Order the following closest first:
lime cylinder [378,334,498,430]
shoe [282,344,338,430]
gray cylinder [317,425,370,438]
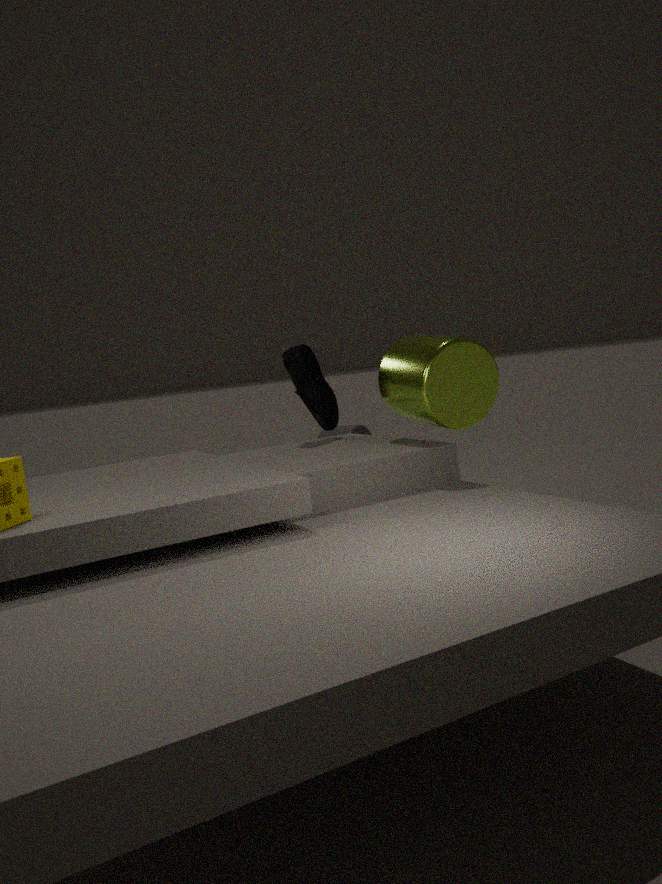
lime cylinder [378,334,498,430], shoe [282,344,338,430], gray cylinder [317,425,370,438]
